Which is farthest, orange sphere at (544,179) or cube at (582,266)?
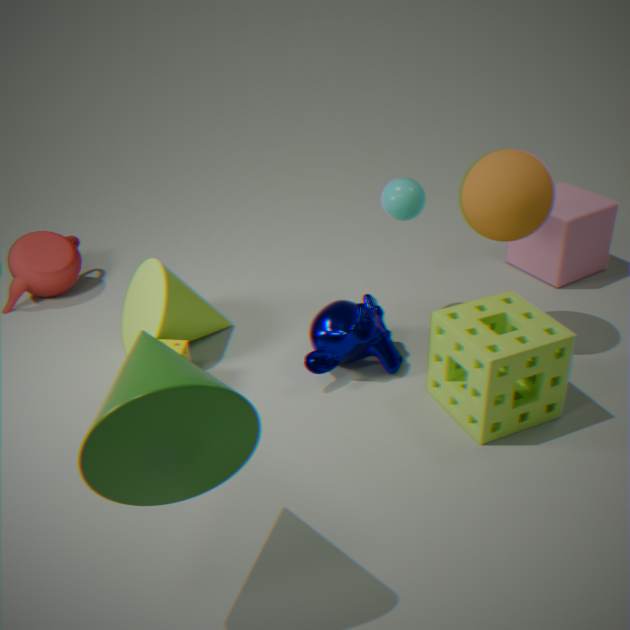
cube at (582,266)
